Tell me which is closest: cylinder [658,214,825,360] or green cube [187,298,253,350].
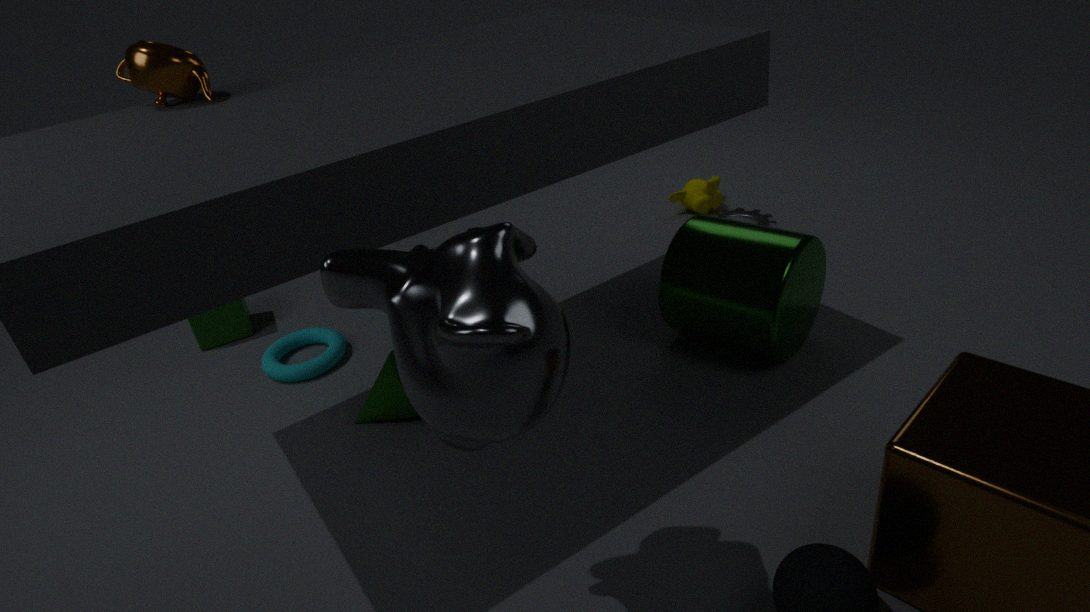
cylinder [658,214,825,360]
